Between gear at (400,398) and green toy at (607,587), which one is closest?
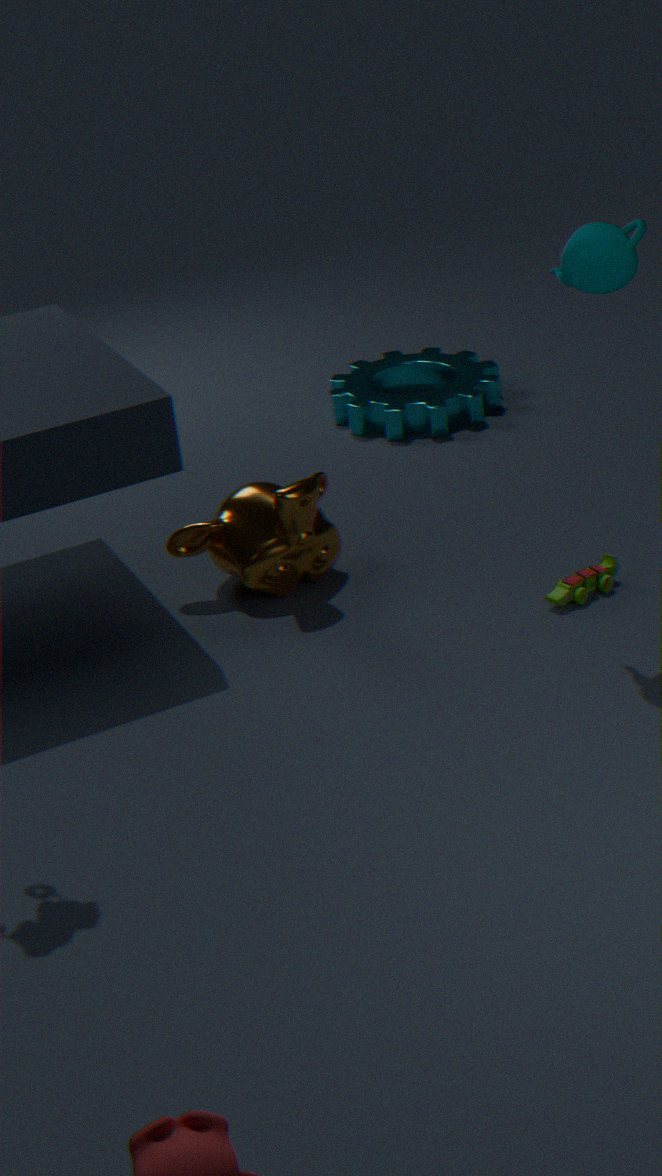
green toy at (607,587)
